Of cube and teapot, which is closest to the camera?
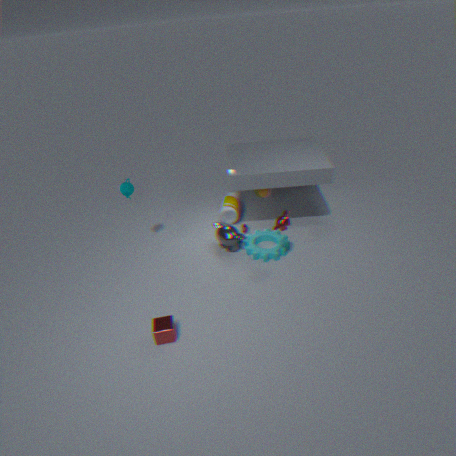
cube
